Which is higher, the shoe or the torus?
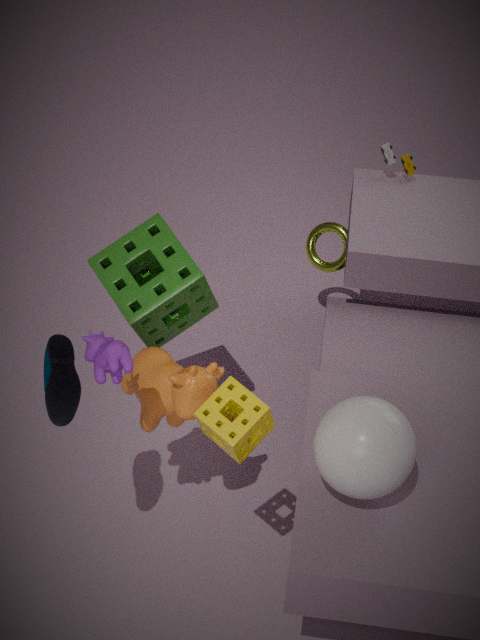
the shoe
